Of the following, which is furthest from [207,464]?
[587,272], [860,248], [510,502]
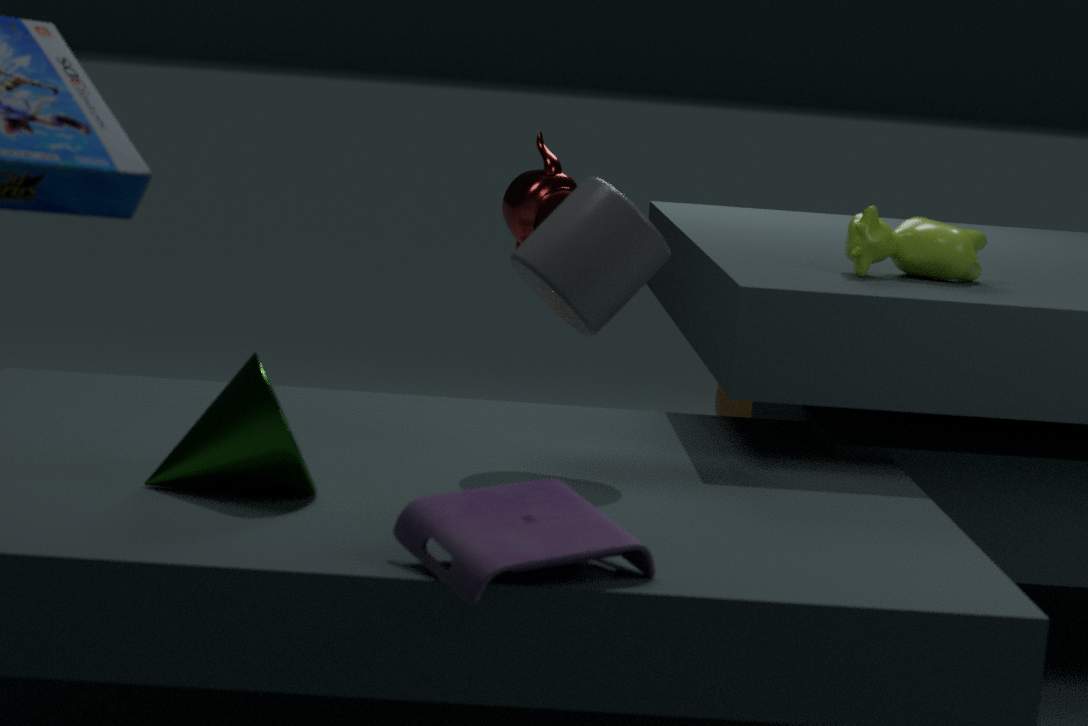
[860,248]
